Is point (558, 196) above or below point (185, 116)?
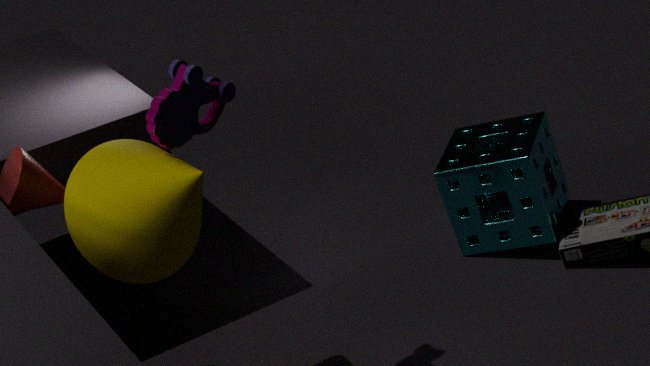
below
